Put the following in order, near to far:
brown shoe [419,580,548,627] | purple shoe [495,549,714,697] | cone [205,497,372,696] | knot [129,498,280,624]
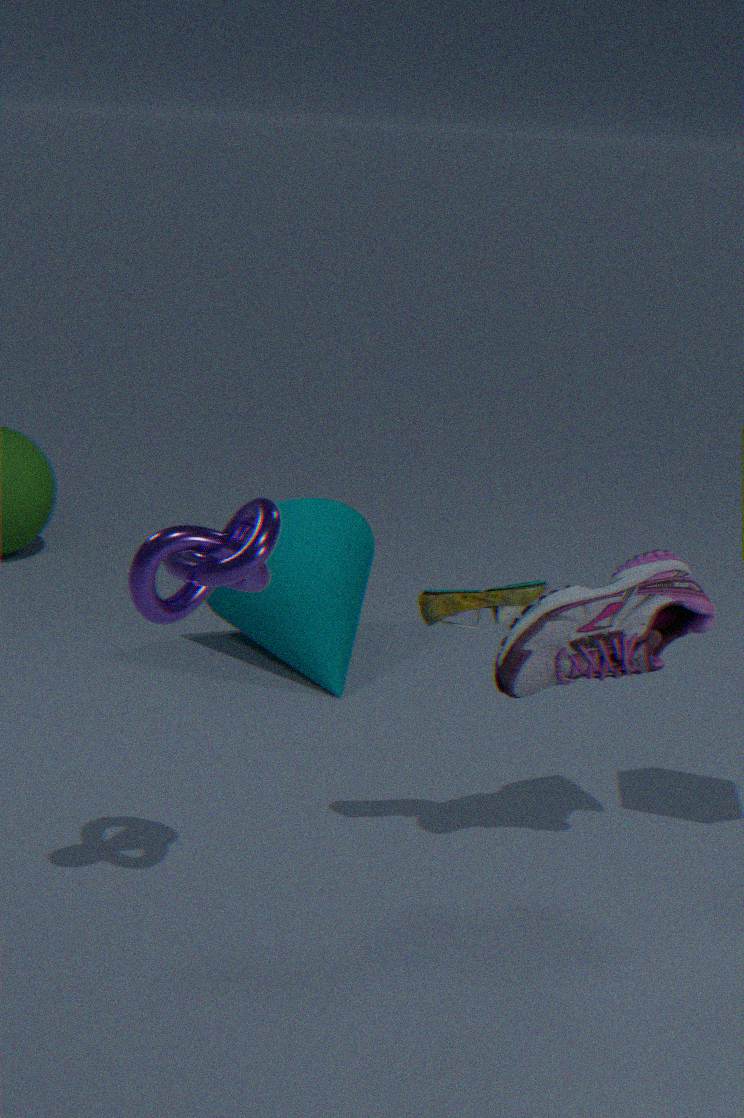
knot [129,498,280,624] → brown shoe [419,580,548,627] → purple shoe [495,549,714,697] → cone [205,497,372,696]
